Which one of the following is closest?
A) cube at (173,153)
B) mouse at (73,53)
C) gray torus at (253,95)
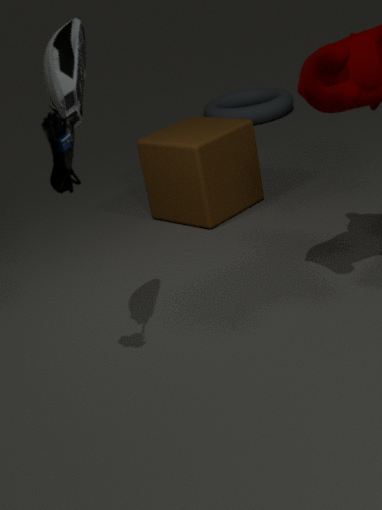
mouse at (73,53)
